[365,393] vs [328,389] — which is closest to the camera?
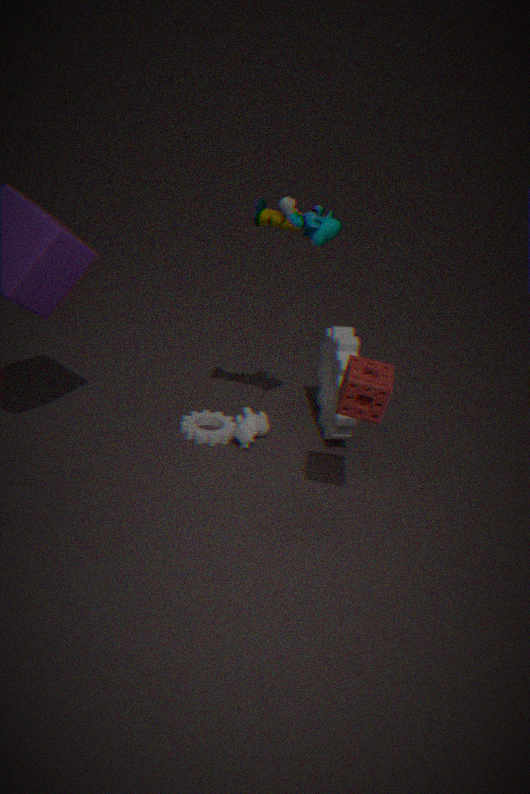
[365,393]
